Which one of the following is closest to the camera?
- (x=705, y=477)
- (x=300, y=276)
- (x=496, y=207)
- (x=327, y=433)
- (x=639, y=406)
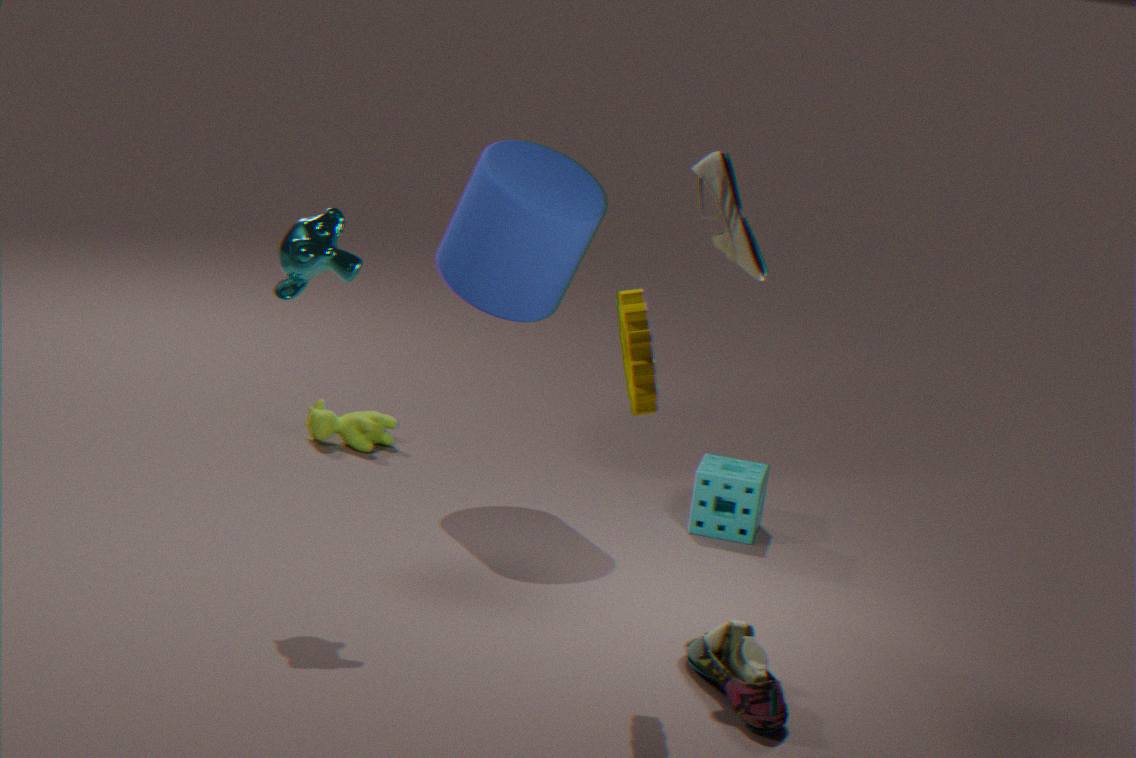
(x=639, y=406)
